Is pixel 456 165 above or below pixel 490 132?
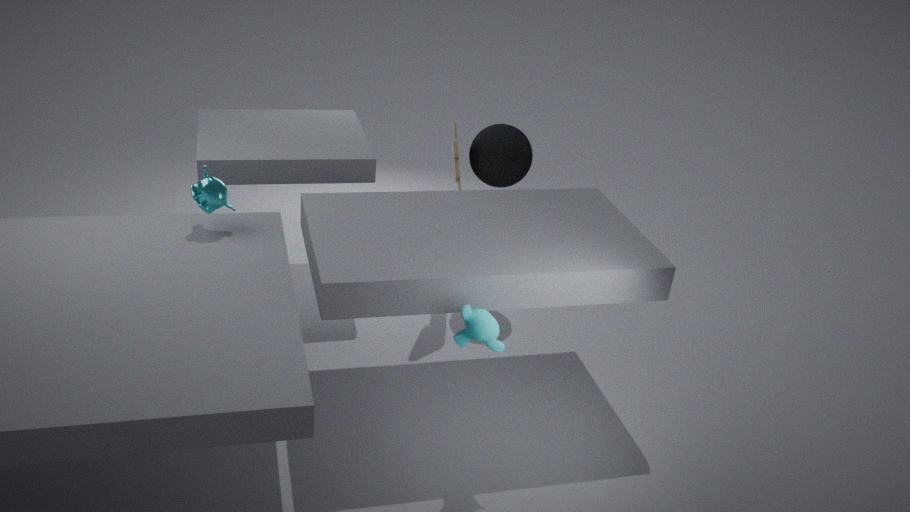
below
